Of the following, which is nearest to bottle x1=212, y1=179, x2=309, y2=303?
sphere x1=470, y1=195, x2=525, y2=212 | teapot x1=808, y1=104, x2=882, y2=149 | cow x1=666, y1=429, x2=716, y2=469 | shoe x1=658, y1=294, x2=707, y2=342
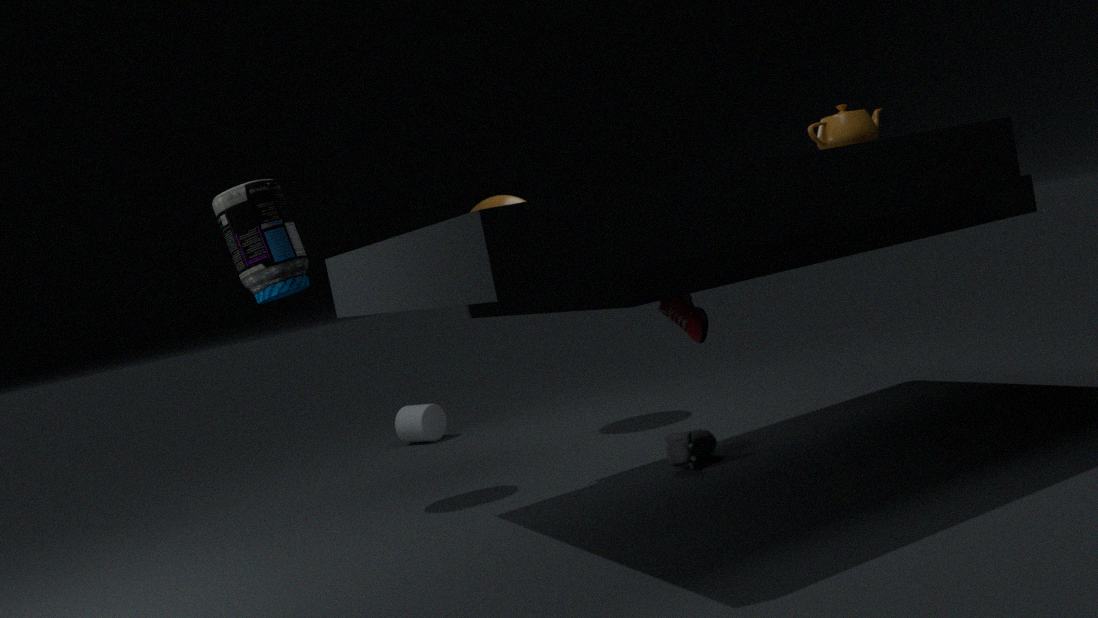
sphere x1=470, y1=195, x2=525, y2=212
